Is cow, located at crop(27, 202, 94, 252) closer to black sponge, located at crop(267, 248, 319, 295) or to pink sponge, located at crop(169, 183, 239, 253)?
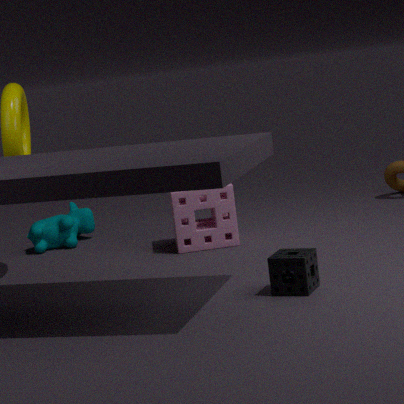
pink sponge, located at crop(169, 183, 239, 253)
